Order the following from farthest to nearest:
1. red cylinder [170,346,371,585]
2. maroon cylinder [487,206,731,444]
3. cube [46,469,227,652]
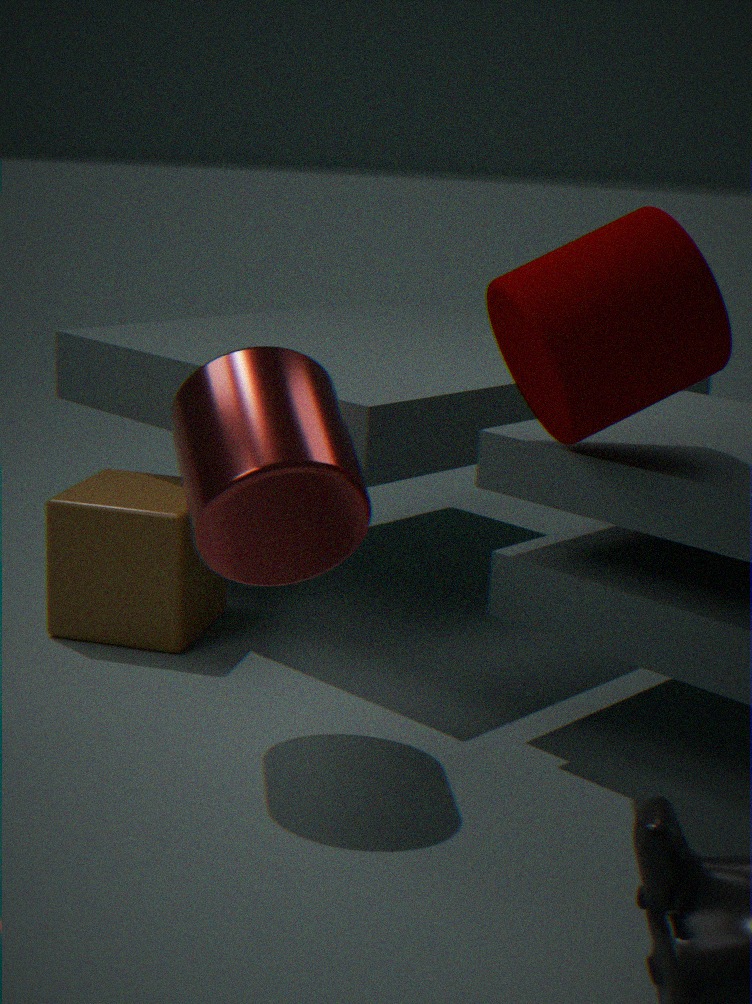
cube [46,469,227,652] → red cylinder [170,346,371,585] → maroon cylinder [487,206,731,444]
